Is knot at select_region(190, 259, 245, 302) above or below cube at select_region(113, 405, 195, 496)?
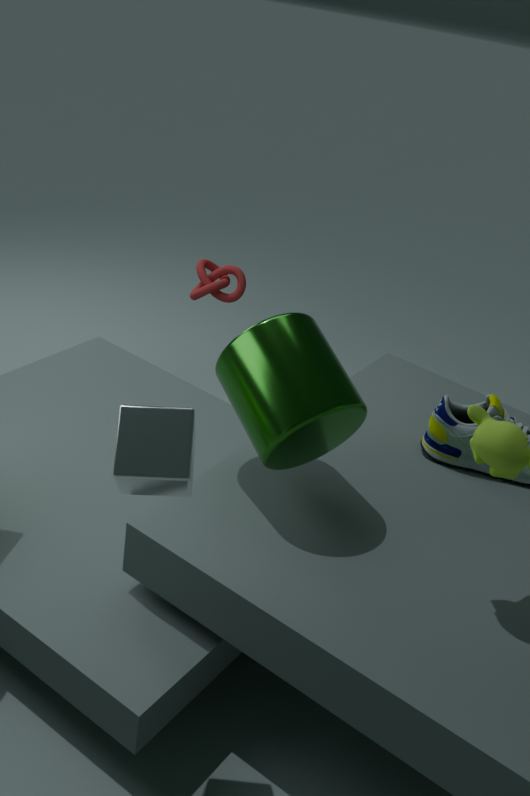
below
